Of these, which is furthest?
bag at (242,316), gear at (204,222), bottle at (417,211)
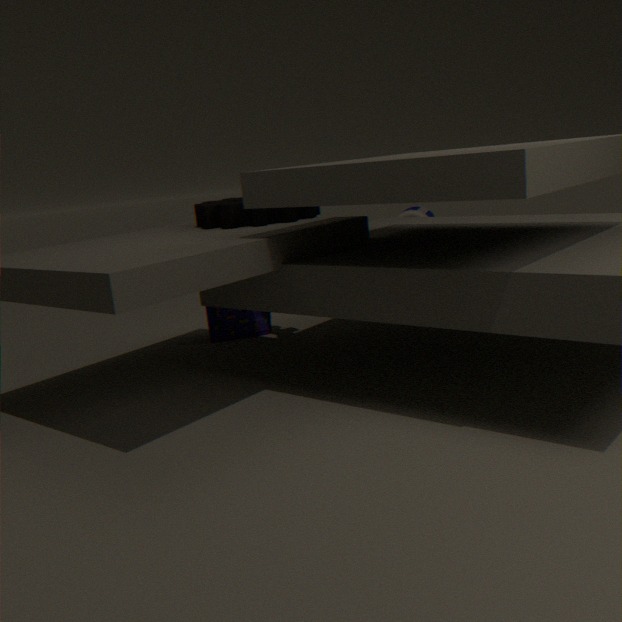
bottle at (417,211)
